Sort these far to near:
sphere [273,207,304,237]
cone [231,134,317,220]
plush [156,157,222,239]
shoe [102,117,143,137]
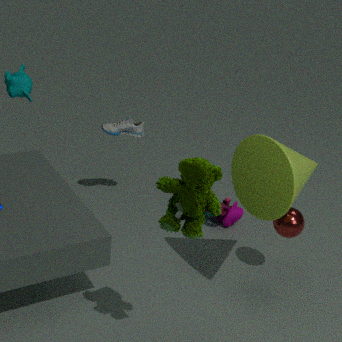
shoe [102,117,143,137]
sphere [273,207,304,237]
cone [231,134,317,220]
plush [156,157,222,239]
